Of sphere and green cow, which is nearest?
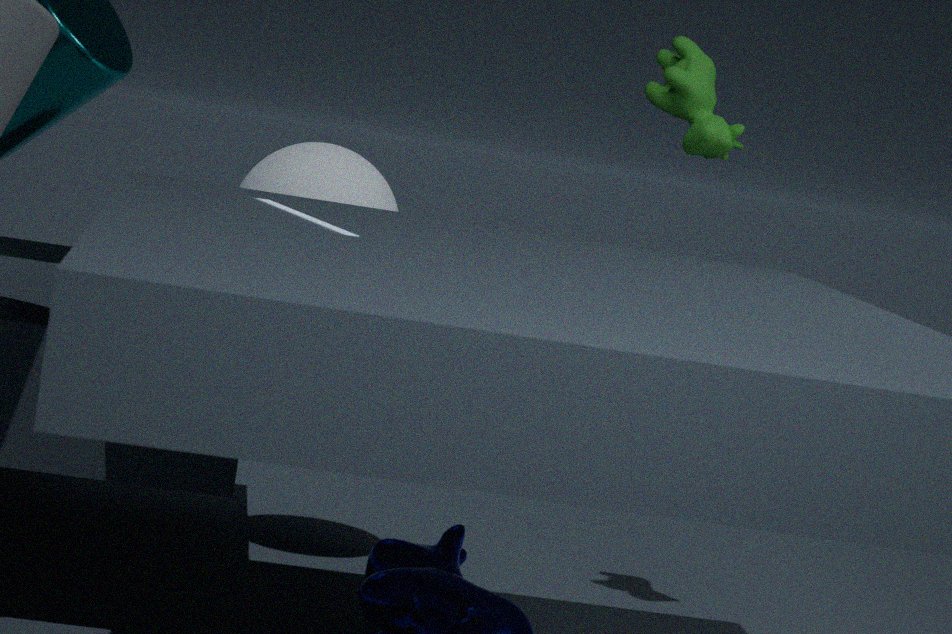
green cow
